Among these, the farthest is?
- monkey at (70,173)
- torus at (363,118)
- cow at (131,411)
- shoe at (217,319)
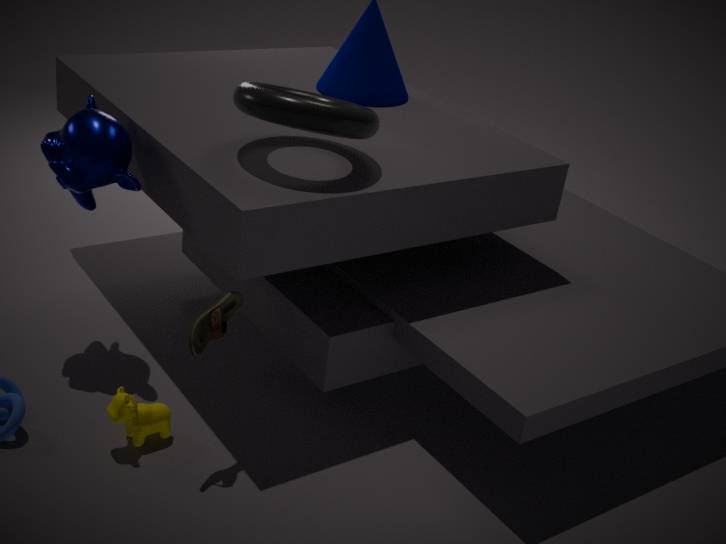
monkey at (70,173)
